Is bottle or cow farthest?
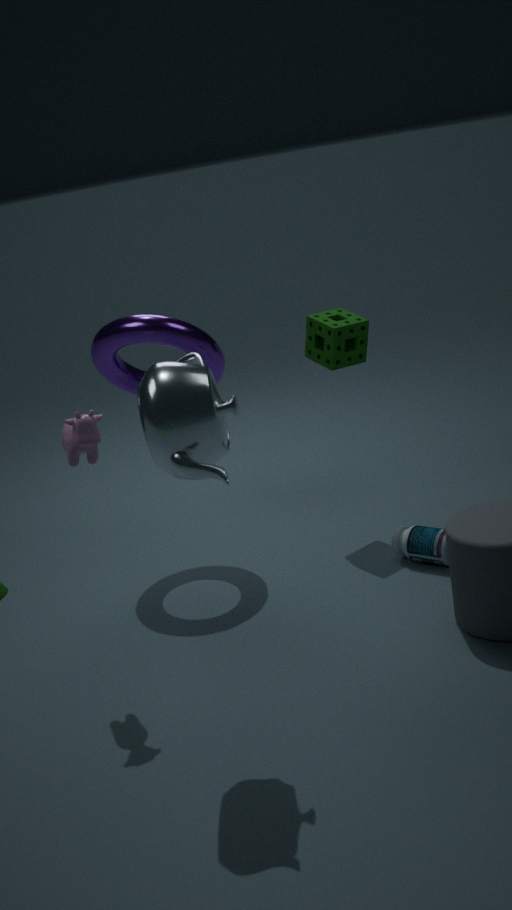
bottle
